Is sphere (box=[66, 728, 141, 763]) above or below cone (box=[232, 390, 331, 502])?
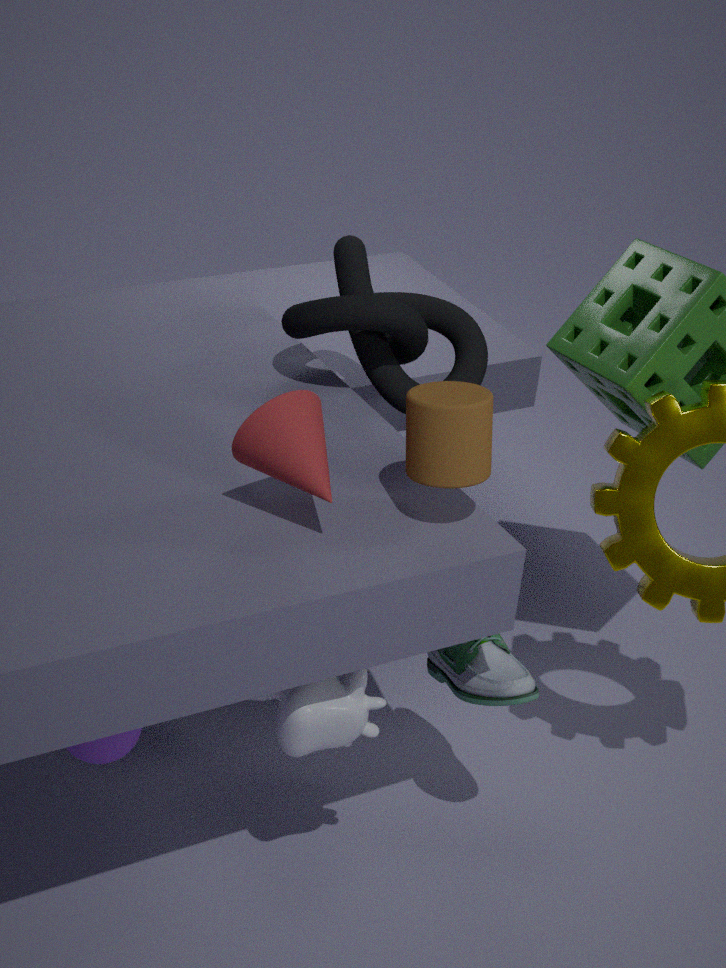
below
